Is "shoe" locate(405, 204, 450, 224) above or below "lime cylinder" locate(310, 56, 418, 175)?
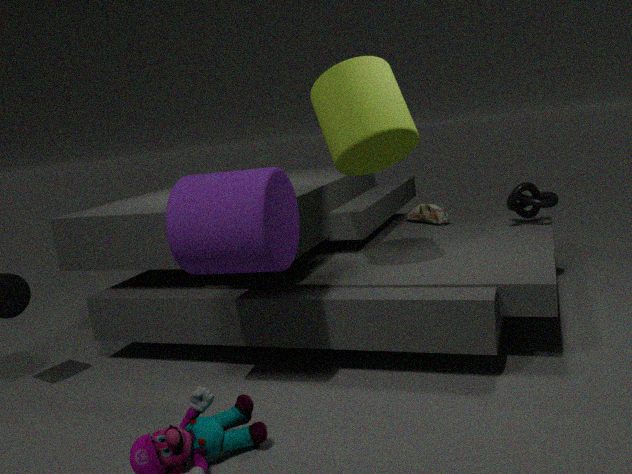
below
